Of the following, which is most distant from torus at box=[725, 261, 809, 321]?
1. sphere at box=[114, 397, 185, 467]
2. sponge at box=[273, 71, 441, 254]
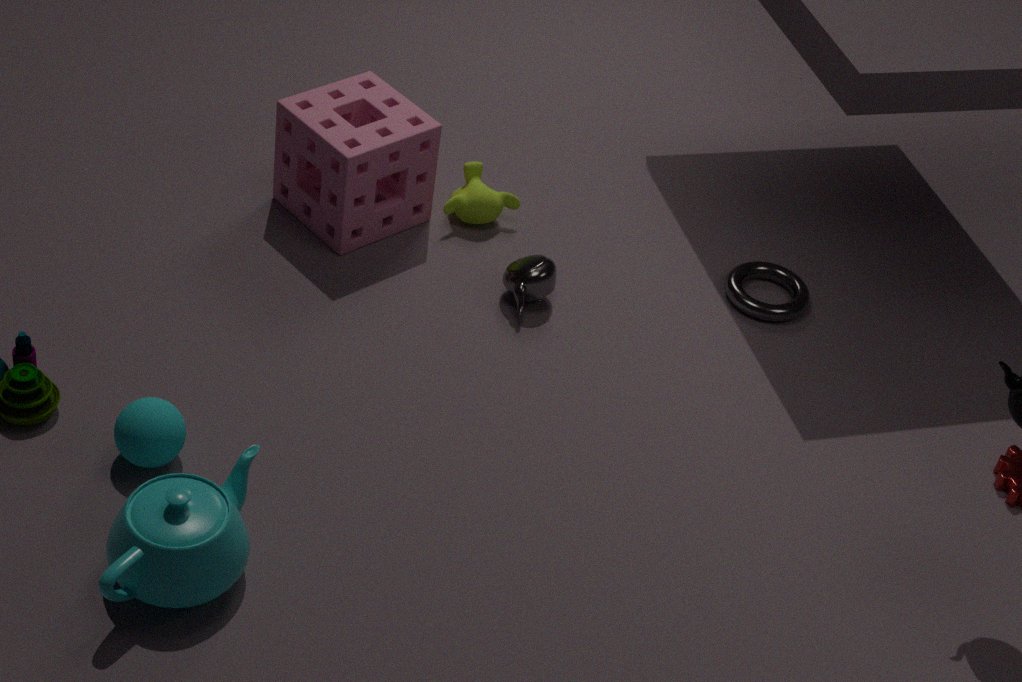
sphere at box=[114, 397, 185, 467]
